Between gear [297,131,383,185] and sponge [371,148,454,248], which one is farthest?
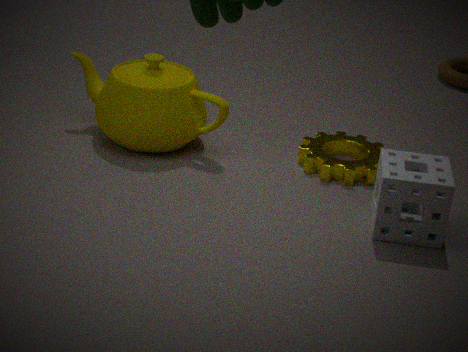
gear [297,131,383,185]
